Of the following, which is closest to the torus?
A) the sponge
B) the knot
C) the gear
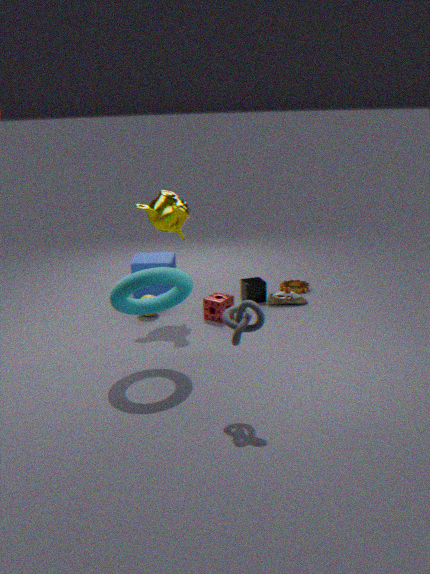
the knot
